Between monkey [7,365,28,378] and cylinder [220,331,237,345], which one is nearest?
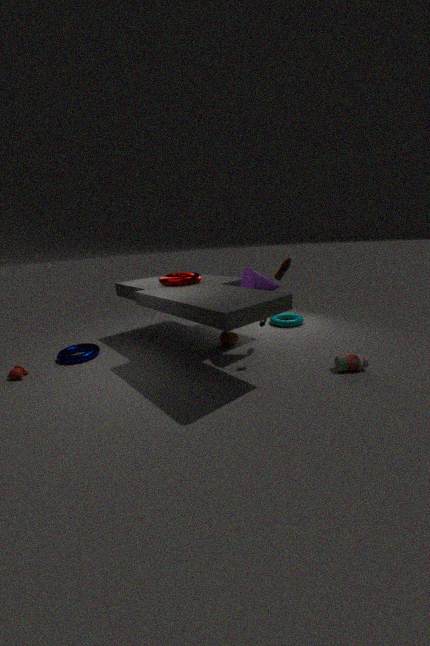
monkey [7,365,28,378]
